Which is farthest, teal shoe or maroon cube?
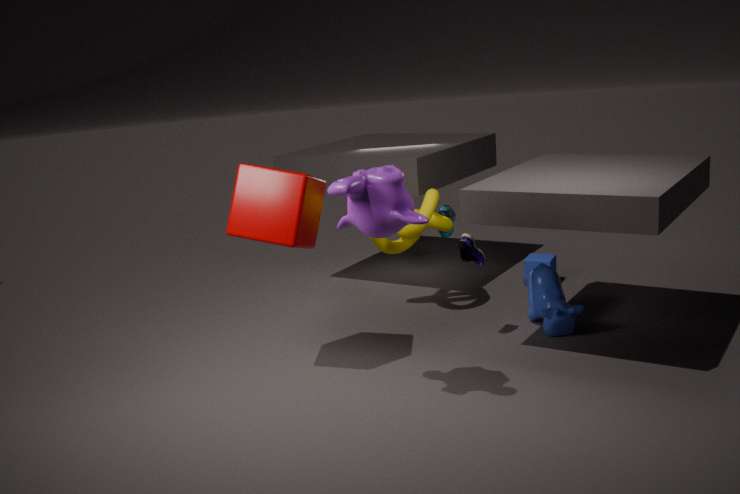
teal shoe
